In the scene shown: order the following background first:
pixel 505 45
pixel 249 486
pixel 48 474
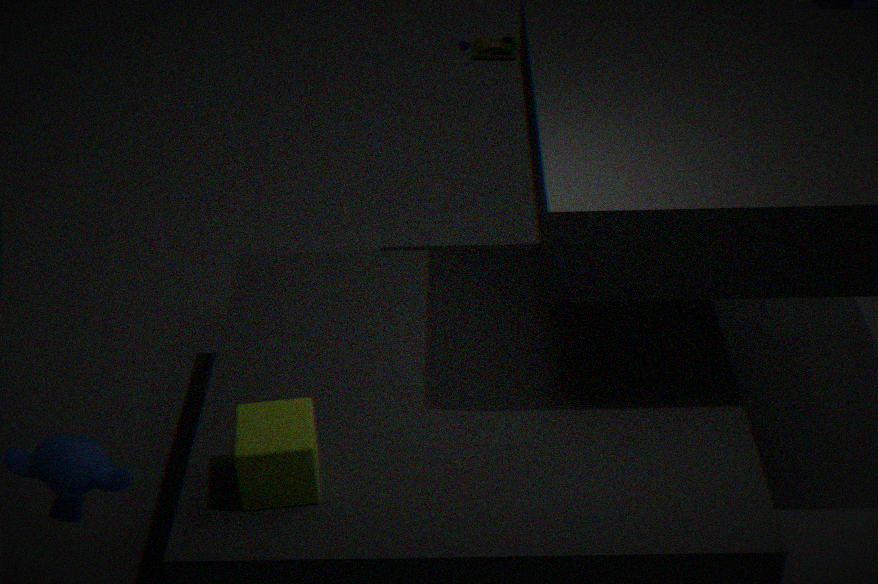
pixel 505 45 < pixel 249 486 < pixel 48 474
